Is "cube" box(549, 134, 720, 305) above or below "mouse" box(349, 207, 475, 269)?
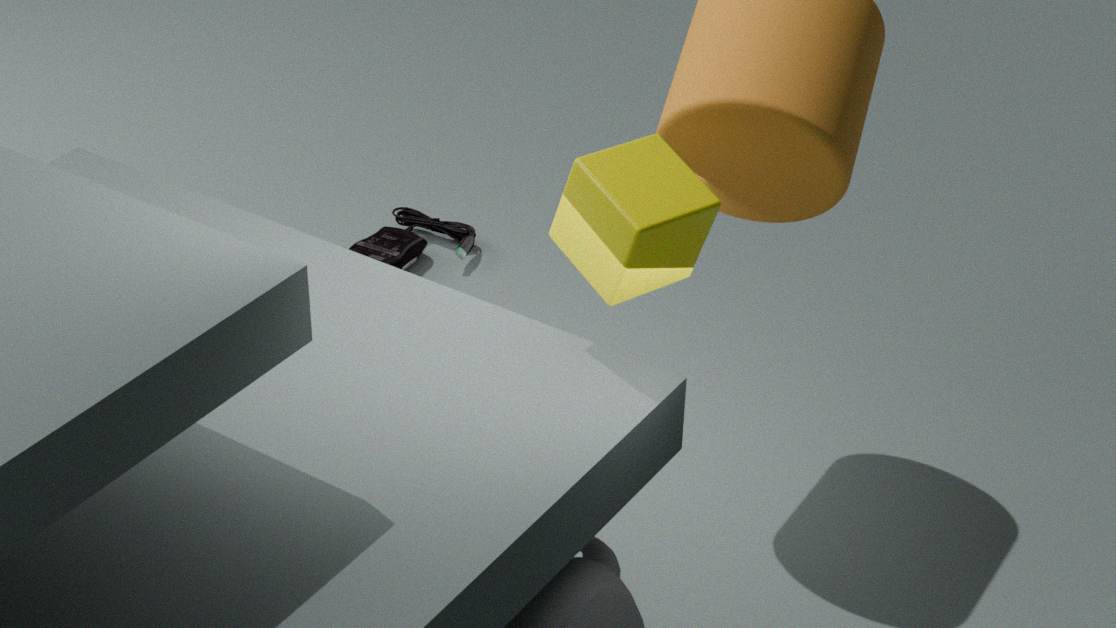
Answer: above
